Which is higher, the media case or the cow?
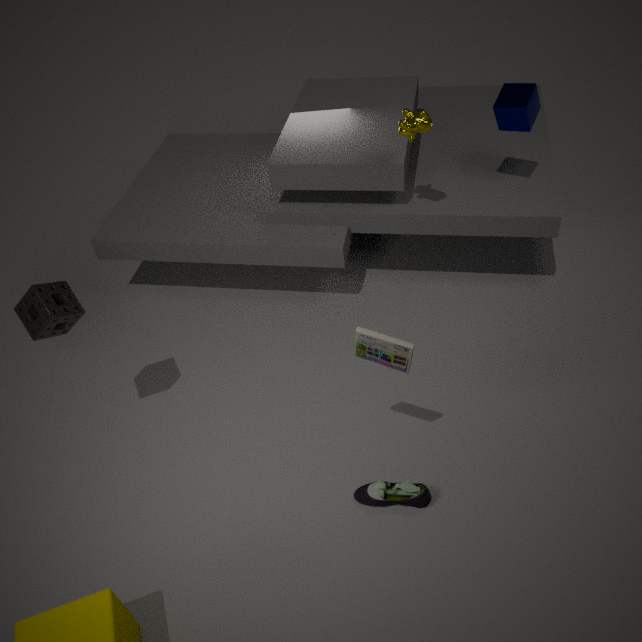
the cow
